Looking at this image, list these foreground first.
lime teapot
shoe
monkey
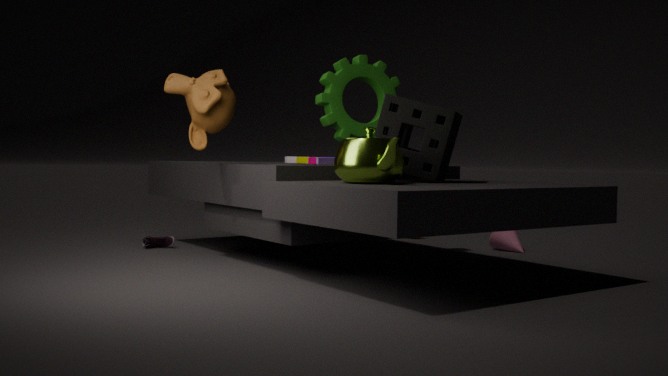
1. lime teapot
2. monkey
3. shoe
